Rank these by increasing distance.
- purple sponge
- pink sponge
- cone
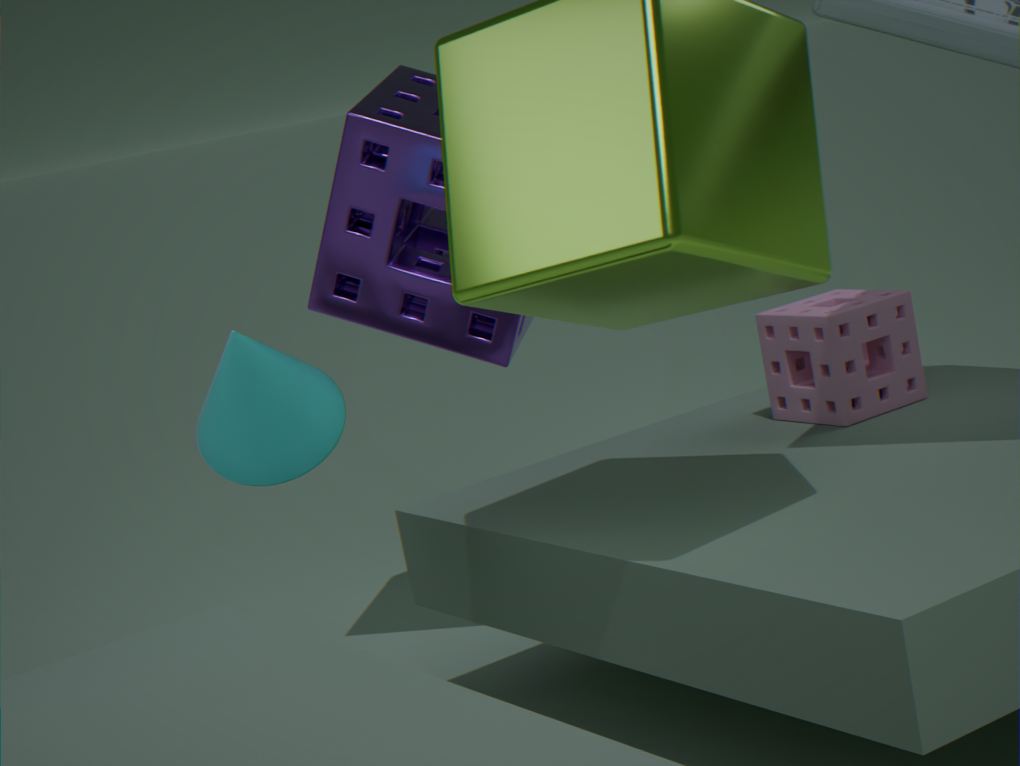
cone
pink sponge
purple sponge
